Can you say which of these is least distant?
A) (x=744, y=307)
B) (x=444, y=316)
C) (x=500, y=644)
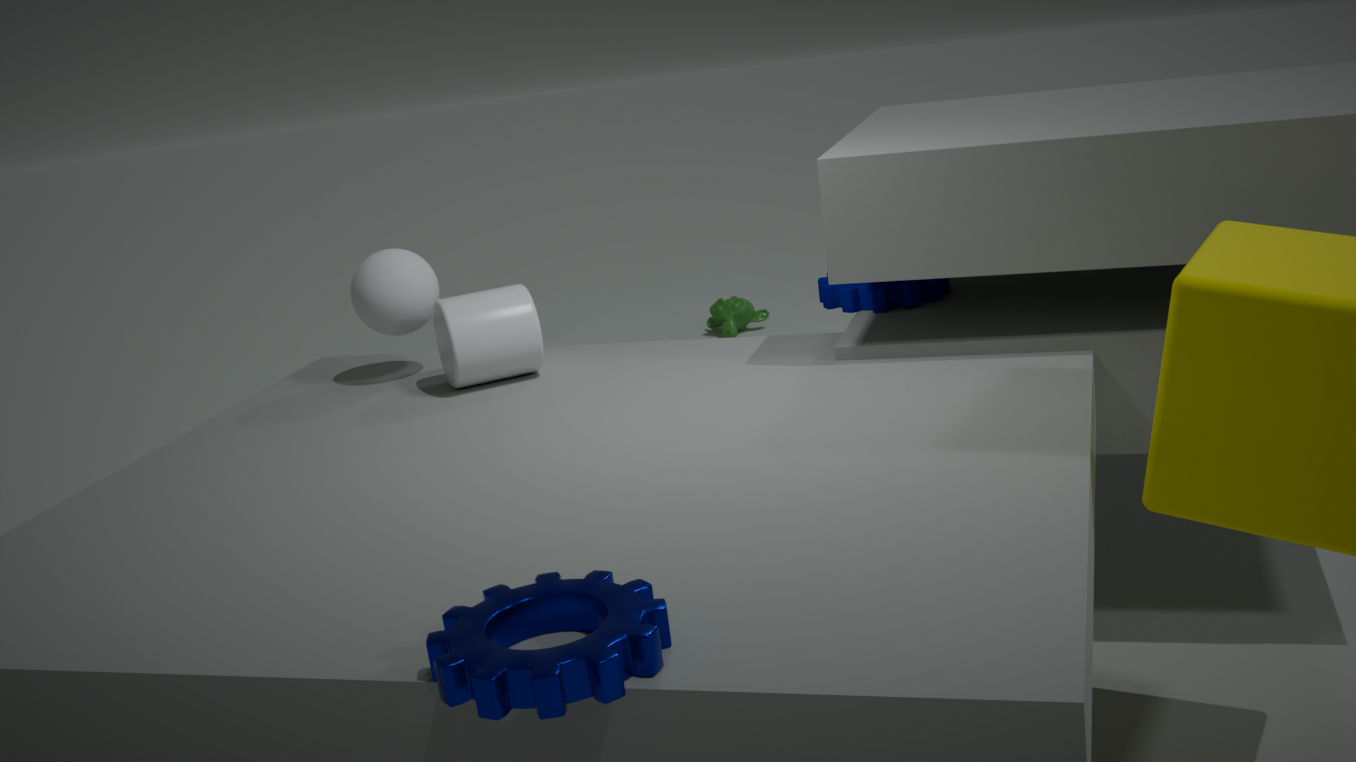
(x=500, y=644)
